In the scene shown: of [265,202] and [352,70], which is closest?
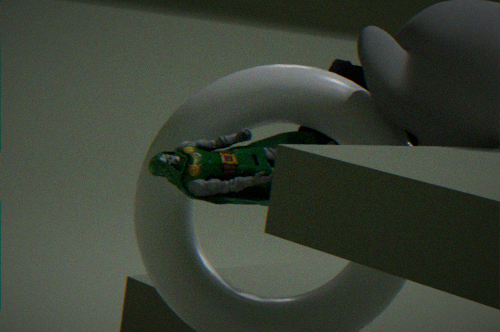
[265,202]
